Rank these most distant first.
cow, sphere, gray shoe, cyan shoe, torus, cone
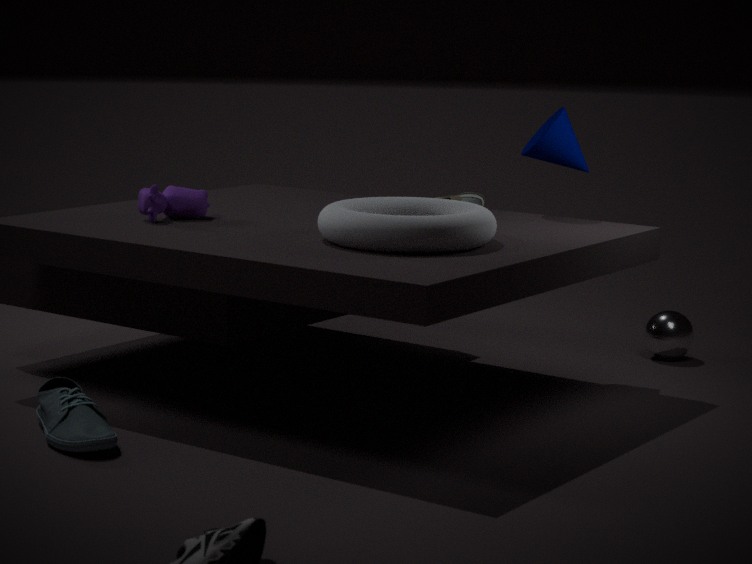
sphere → gray shoe → cone → cow → torus → cyan shoe
